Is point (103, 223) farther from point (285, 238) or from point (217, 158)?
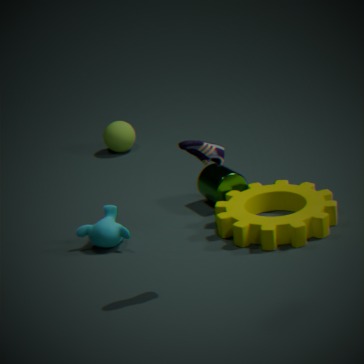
point (217, 158)
